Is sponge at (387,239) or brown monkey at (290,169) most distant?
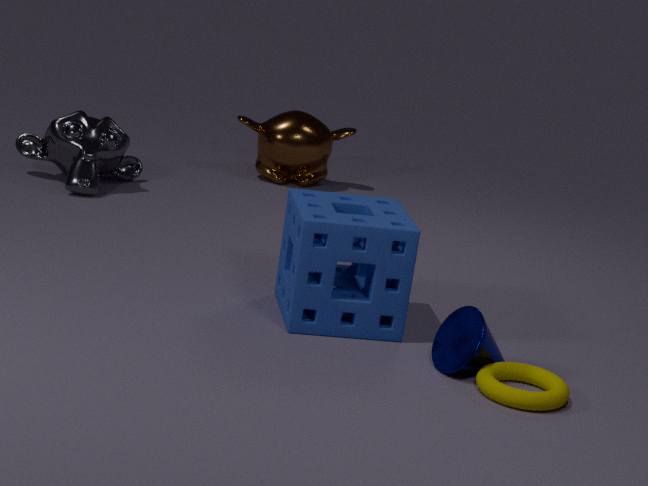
brown monkey at (290,169)
